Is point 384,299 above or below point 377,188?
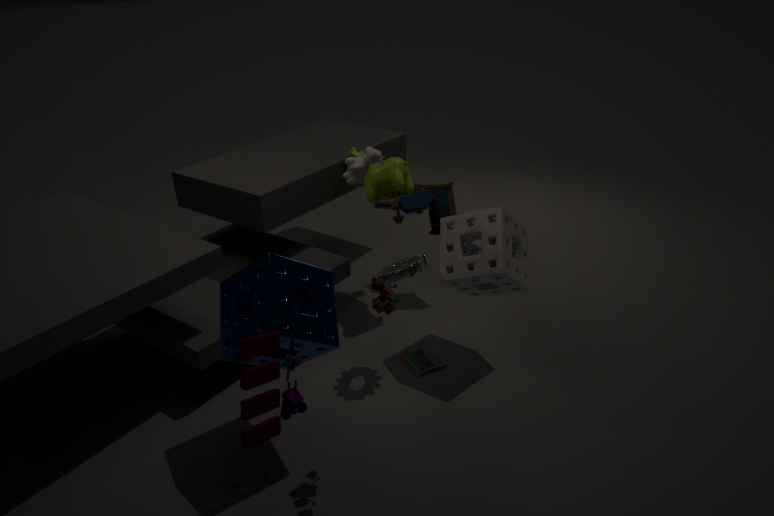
above
